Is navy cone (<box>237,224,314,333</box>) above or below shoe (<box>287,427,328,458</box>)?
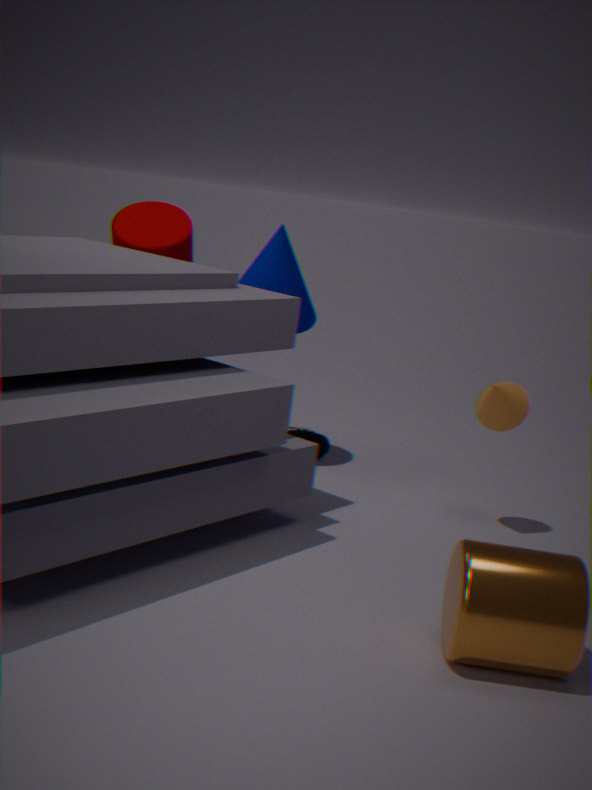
above
